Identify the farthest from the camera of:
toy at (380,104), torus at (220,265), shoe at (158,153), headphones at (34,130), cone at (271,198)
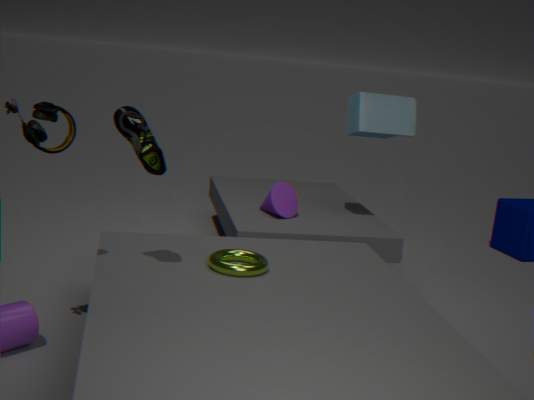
cone at (271,198)
